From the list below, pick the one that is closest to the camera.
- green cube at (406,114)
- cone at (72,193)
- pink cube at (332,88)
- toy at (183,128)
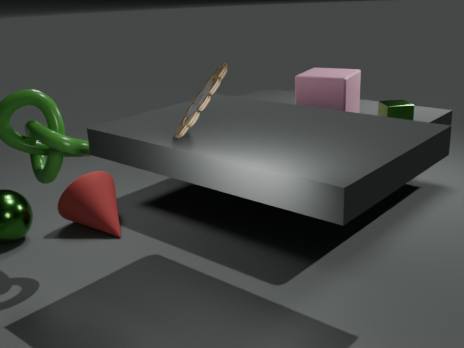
toy at (183,128)
